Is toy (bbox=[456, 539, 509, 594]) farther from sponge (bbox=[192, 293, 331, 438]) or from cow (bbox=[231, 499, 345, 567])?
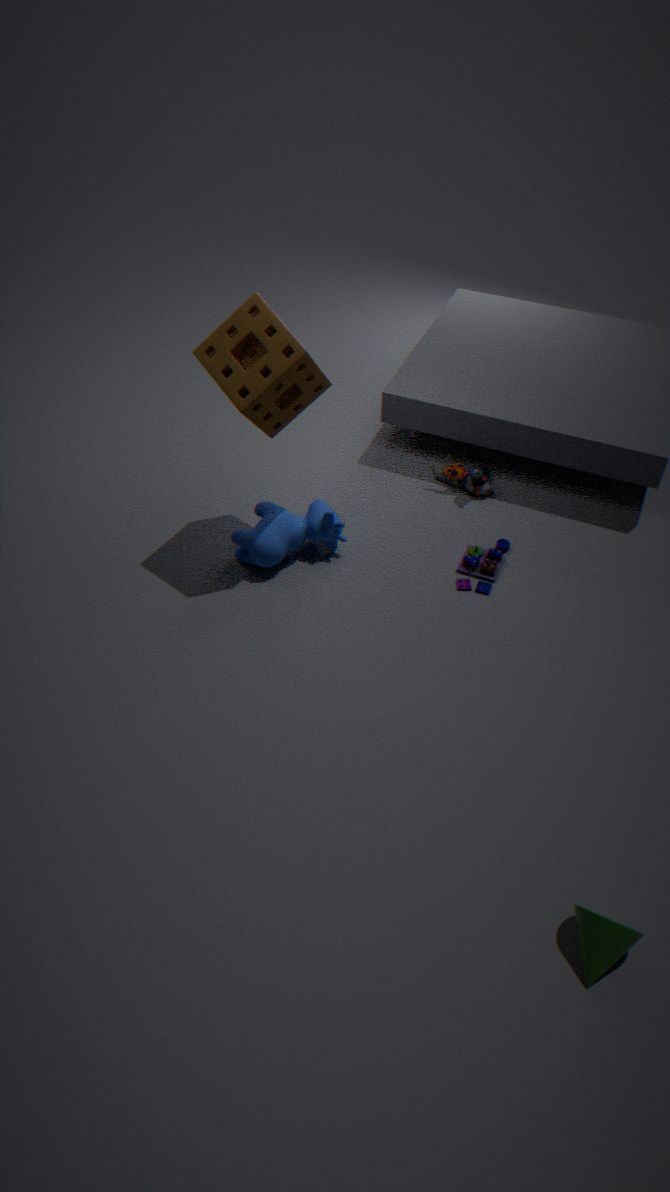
sponge (bbox=[192, 293, 331, 438])
